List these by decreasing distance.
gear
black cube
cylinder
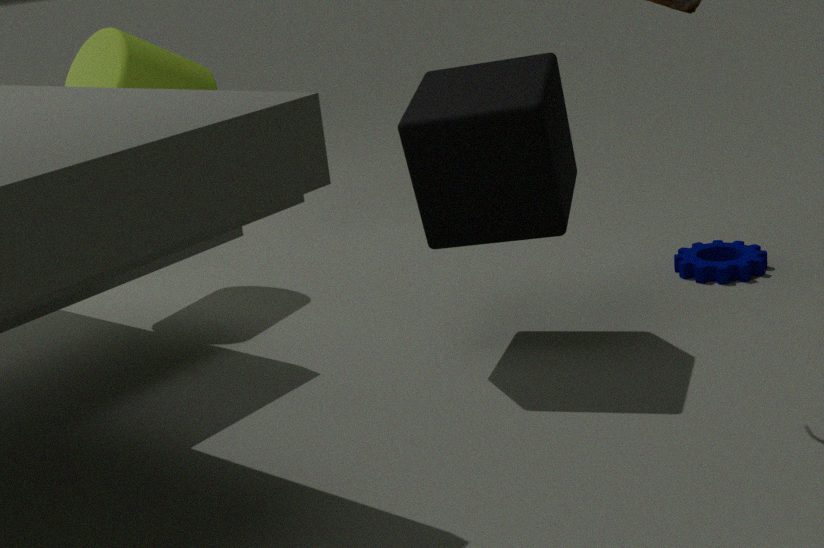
cylinder, gear, black cube
